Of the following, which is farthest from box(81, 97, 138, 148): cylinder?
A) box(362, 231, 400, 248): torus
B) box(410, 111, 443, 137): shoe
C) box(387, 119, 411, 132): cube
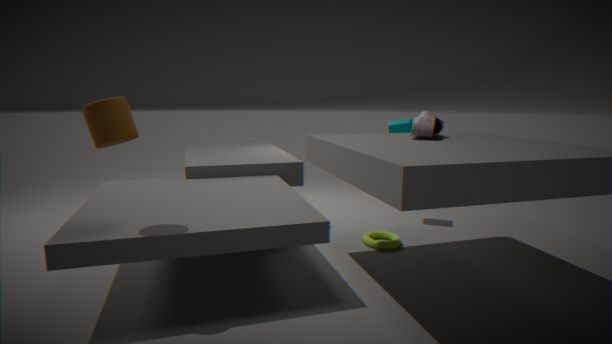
box(387, 119, 411, 132): cube
